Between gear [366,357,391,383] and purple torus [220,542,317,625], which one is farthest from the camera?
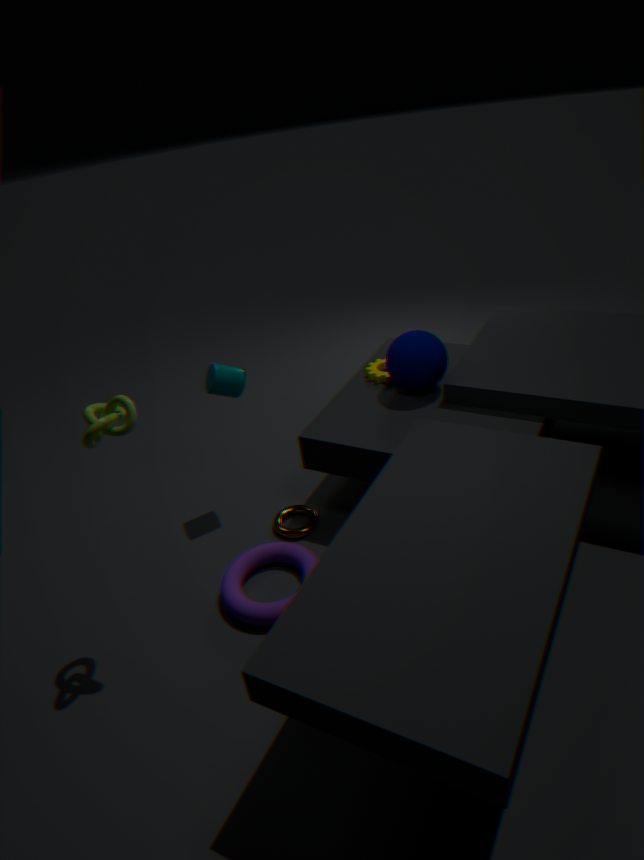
gear [366,357,391,383]
